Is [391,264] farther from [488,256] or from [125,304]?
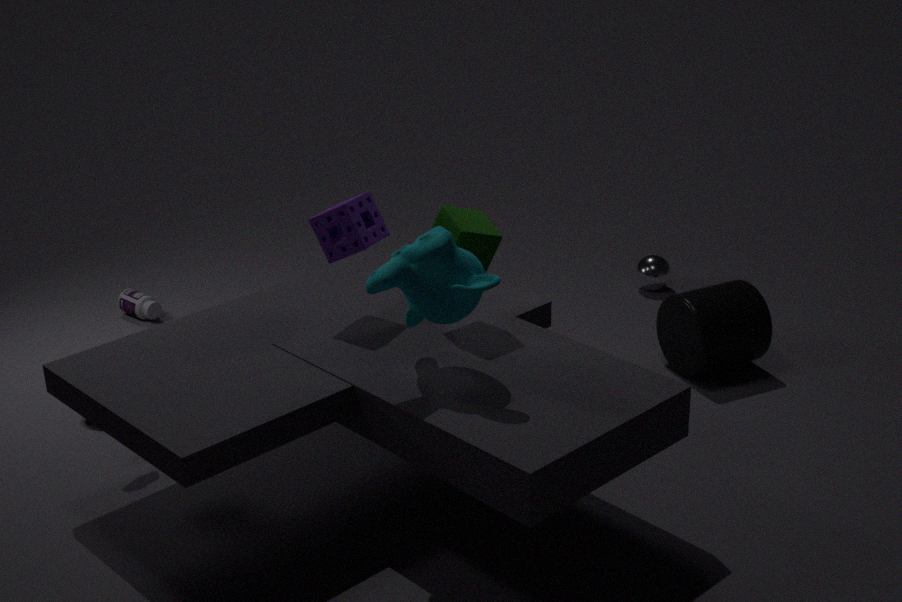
[125,304]
